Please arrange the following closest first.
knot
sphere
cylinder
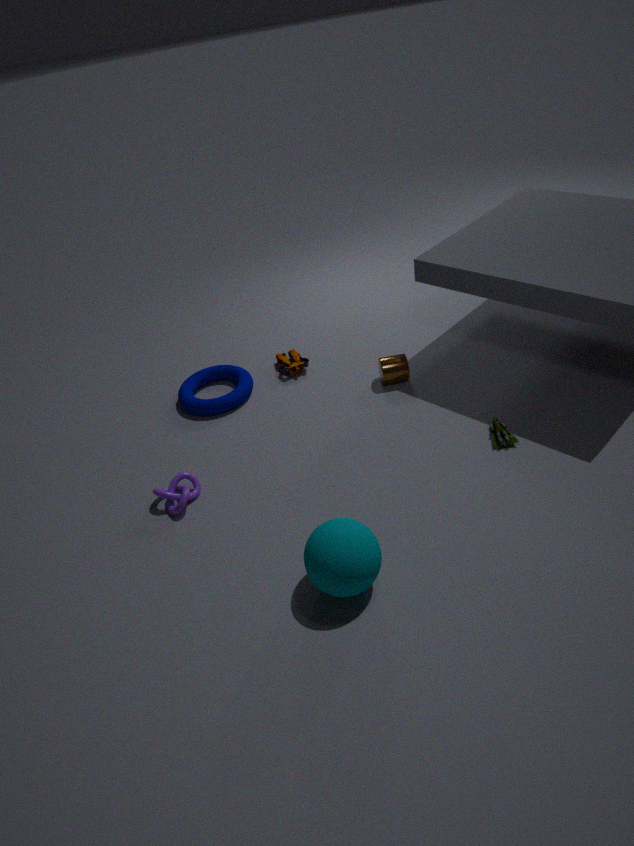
sphere, knot, cylinder
